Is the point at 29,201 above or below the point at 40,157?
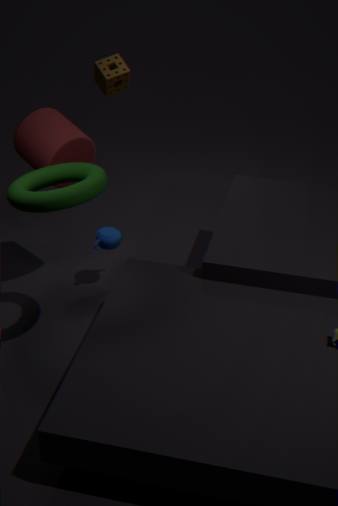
above
